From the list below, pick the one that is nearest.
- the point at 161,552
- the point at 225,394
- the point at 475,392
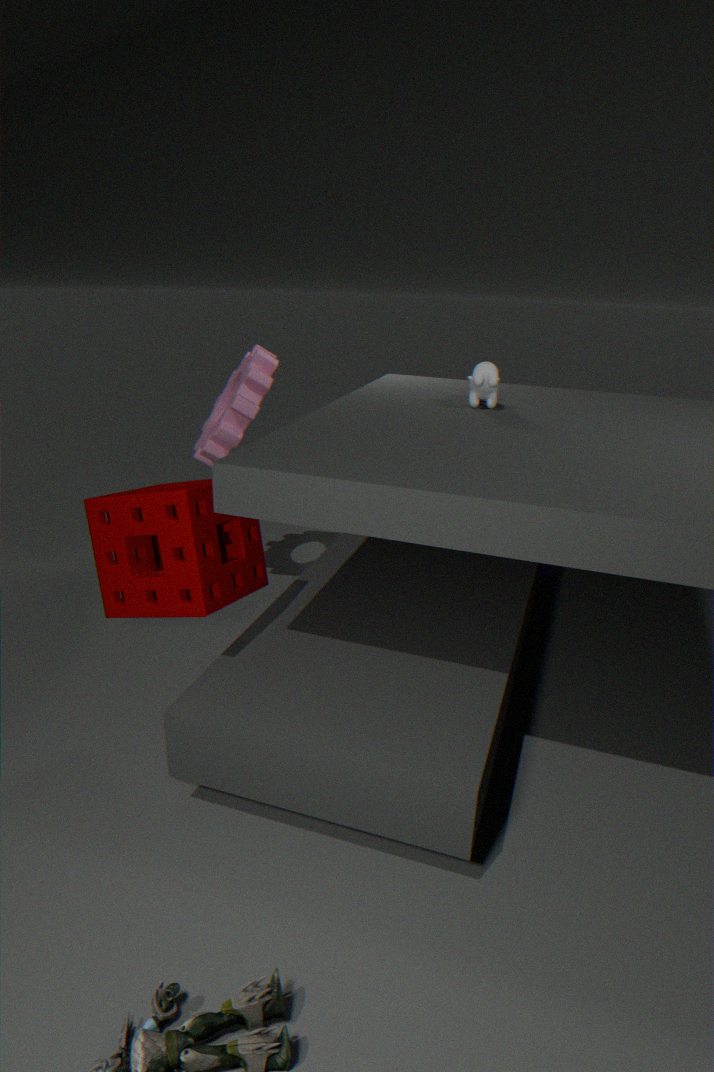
the point at 161,552
